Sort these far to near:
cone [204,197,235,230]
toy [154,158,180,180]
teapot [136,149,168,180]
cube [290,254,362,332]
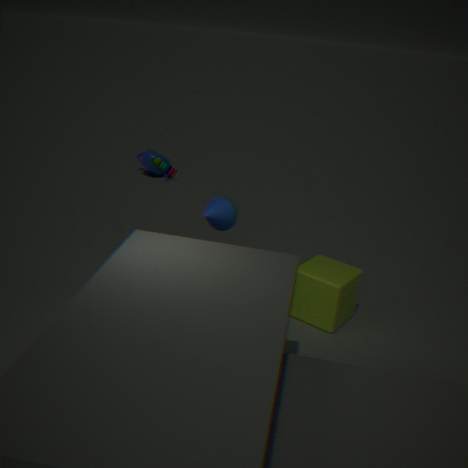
teapot [136,149,168,180] → cube [290,254,362,332] → toy [154,158,180,180] → cone [204,197,235,230]
